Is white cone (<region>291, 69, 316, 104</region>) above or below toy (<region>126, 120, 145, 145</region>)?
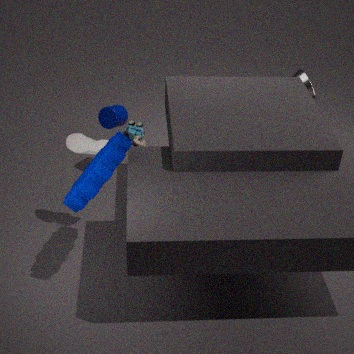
above
